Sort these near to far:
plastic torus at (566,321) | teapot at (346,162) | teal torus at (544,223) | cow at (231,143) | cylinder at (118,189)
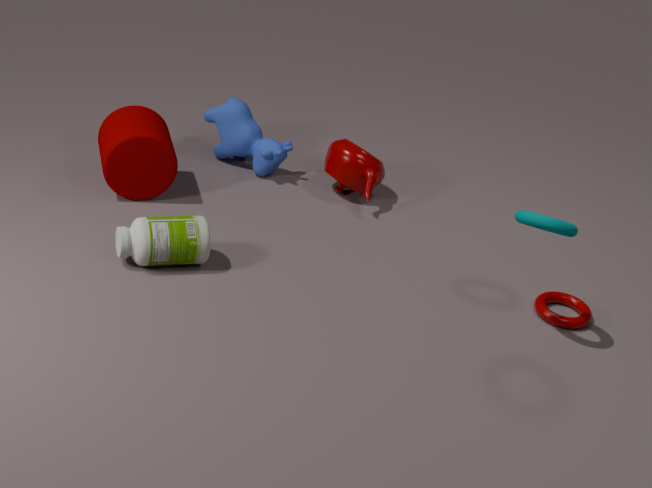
teal torus at (544,223) → plastic torus at (566,321) → cylinder at (118,189) → teapot at (346,162) → cow at (231,143)
